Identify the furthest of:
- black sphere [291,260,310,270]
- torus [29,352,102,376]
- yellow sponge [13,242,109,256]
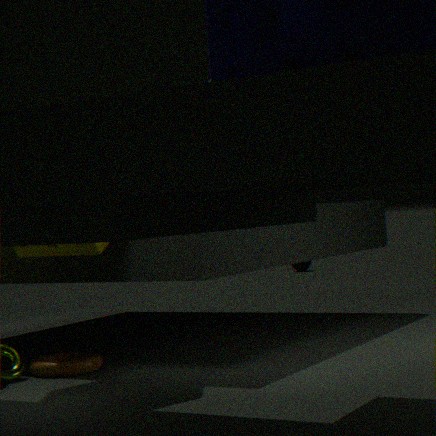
black sphere [291,260,310,270]
